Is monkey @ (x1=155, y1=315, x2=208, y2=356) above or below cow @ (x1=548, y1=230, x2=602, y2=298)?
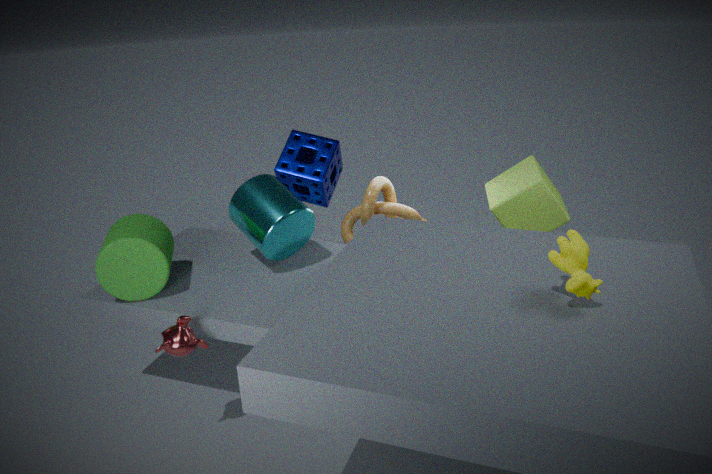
below
